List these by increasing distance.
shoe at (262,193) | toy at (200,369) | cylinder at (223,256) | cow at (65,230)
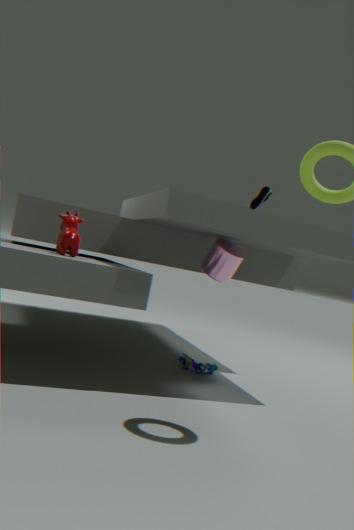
cow at (65,230), cylinder at (223,256), shoe at (262,193), toy at (200,369)
